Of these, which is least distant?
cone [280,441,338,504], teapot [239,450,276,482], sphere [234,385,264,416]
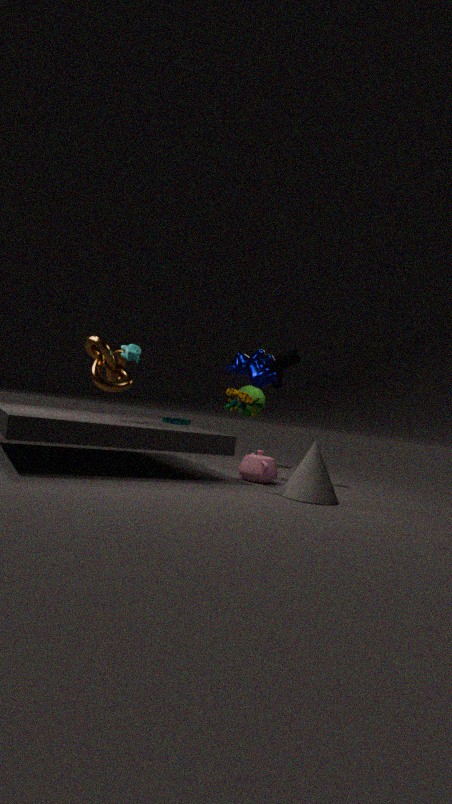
cone [280,441,338,504]
